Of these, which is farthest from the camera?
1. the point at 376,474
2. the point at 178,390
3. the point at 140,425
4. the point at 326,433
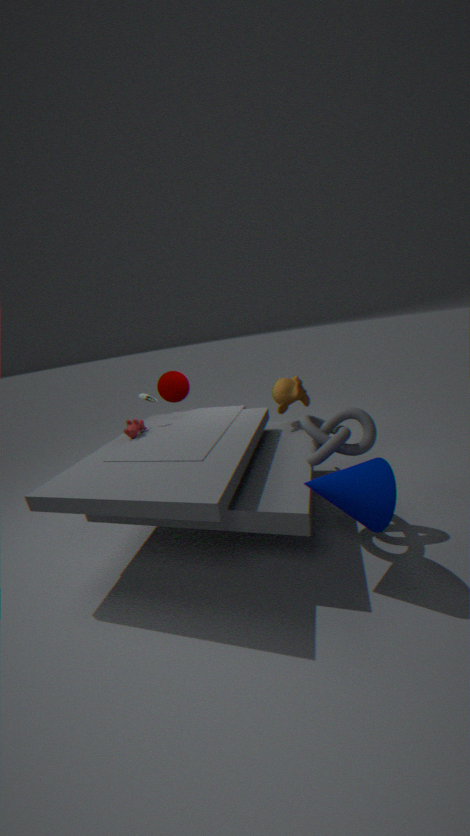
the point at 178,390
